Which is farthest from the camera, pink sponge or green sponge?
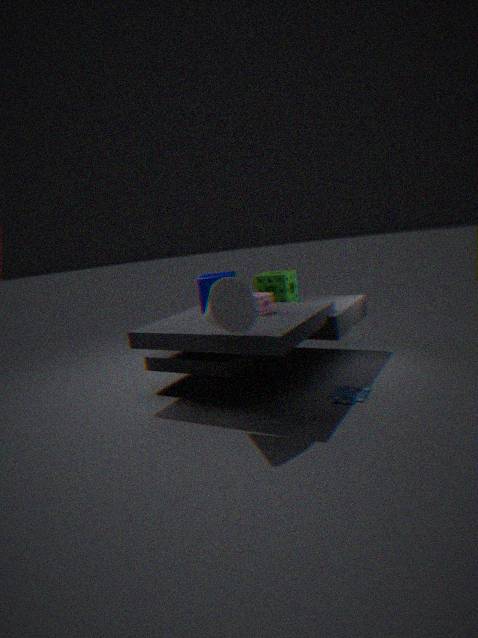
green sponge
